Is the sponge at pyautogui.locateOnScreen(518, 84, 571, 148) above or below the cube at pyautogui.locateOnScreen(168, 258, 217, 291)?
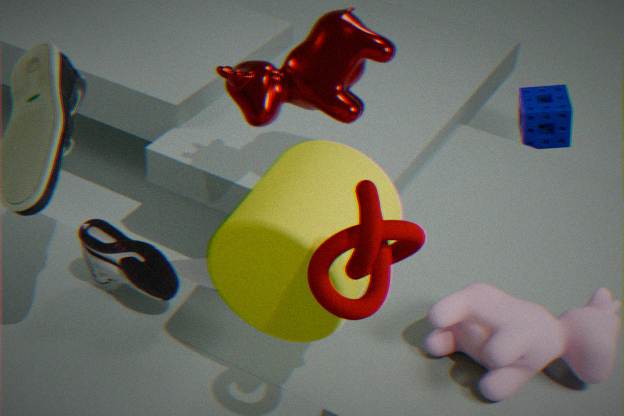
above
